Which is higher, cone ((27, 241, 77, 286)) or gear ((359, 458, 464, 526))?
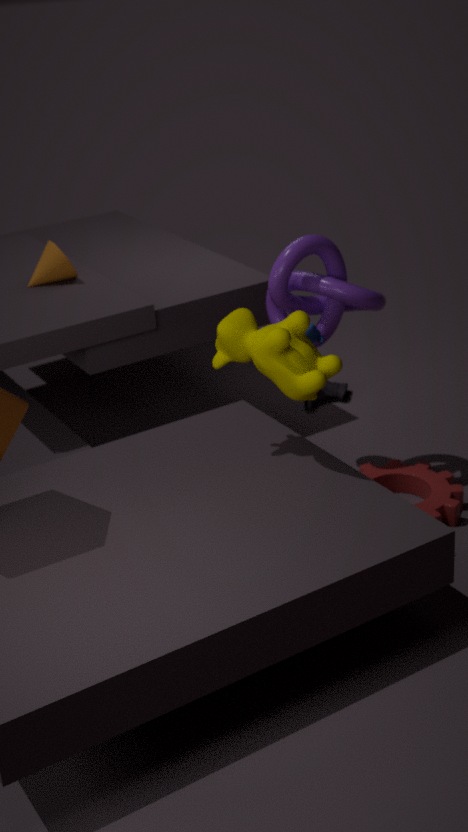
cone ((27, 241, 77, 286))
